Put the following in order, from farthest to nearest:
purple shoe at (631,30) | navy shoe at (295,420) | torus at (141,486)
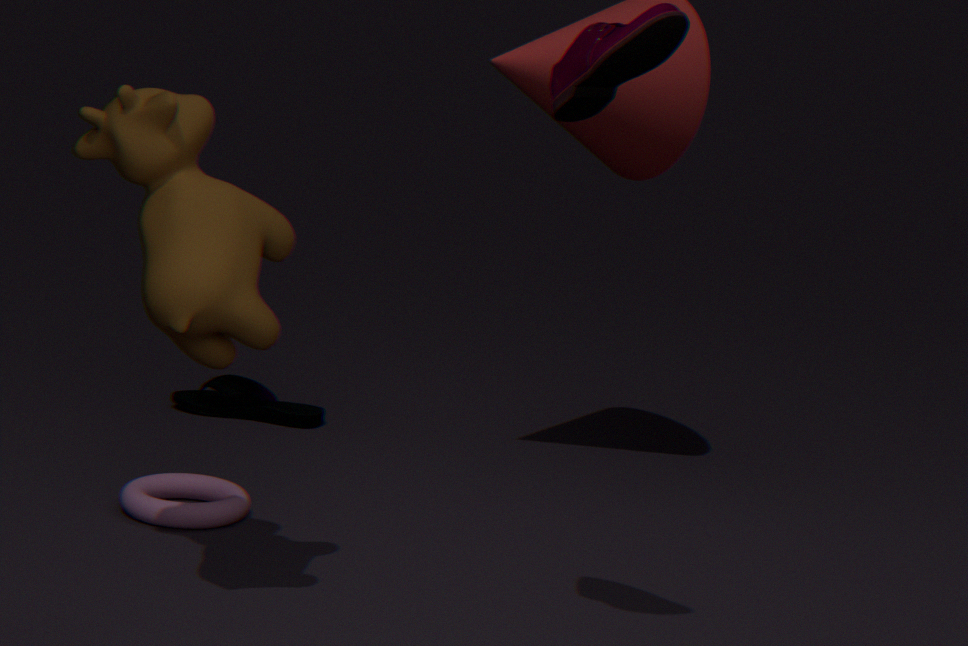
1. navy shoe at (295,420)
2. torus at (141,486)
3. purple shoe at (631,30)
